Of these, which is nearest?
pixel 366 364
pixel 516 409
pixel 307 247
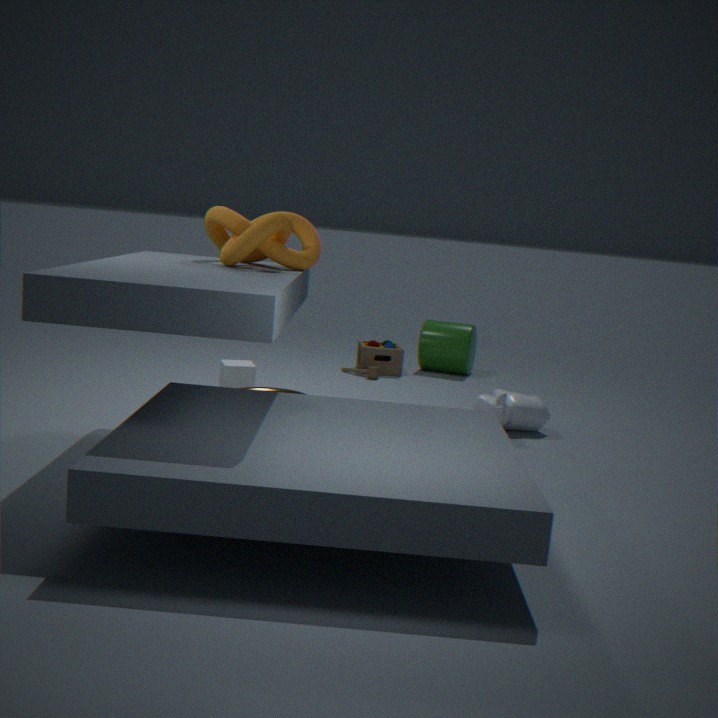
pixel 307 247
